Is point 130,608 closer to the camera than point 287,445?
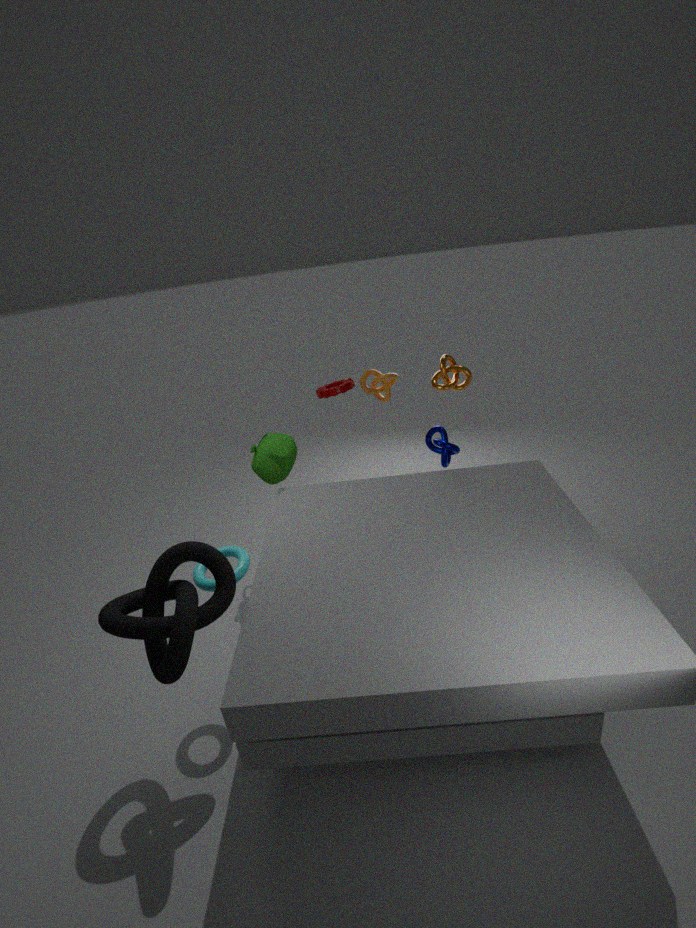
Yes
